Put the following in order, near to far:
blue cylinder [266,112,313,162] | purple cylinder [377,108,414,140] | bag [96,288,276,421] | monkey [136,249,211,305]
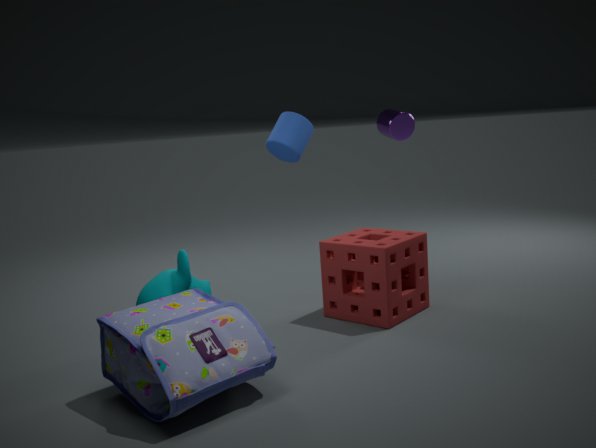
bag [96,288,276,421], monkey [136,249,211,305], blue cylinder [266,112,313,162], purple cylinder [377,108,414,140]
